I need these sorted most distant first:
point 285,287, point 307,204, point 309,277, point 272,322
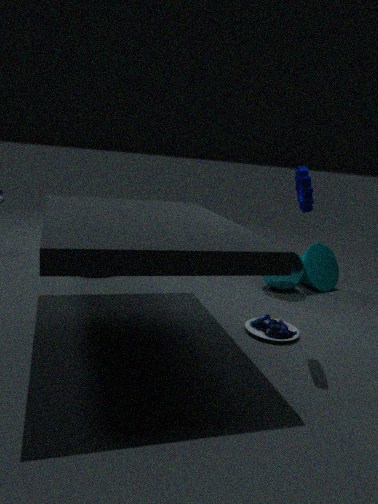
point 309,277 < point 285,287 < point 272,322 < point 307,204
